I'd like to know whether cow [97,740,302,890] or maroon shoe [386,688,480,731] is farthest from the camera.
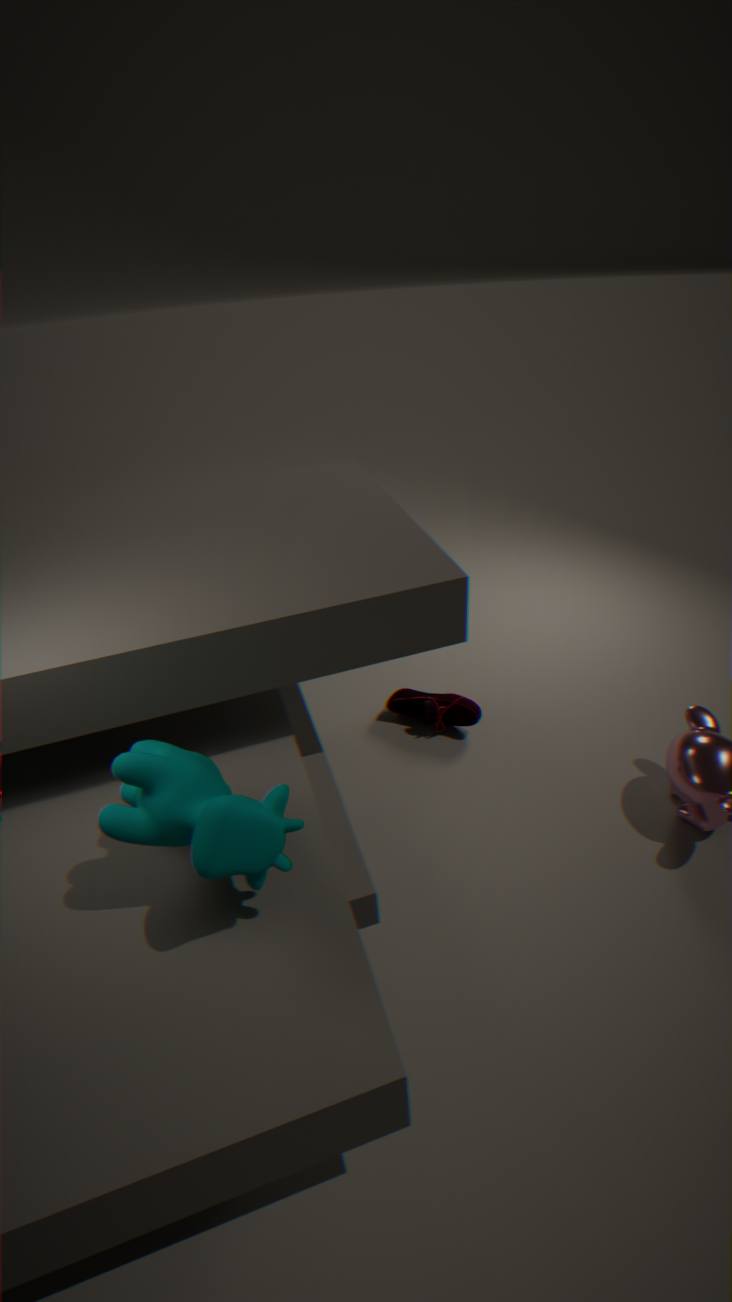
maroon shoe [386,688,480,731]
